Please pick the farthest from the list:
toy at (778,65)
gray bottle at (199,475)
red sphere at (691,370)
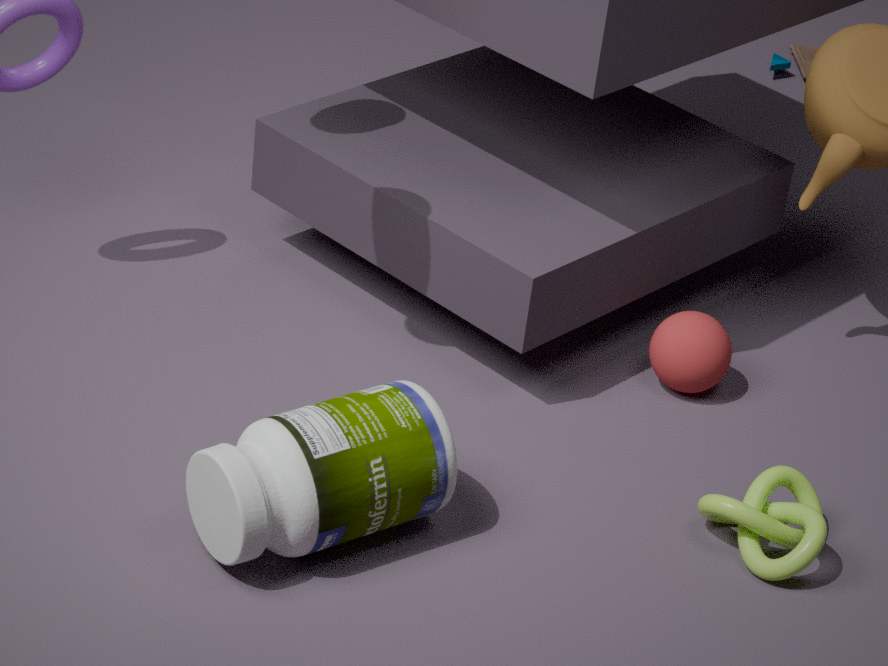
toy at (778,65)
